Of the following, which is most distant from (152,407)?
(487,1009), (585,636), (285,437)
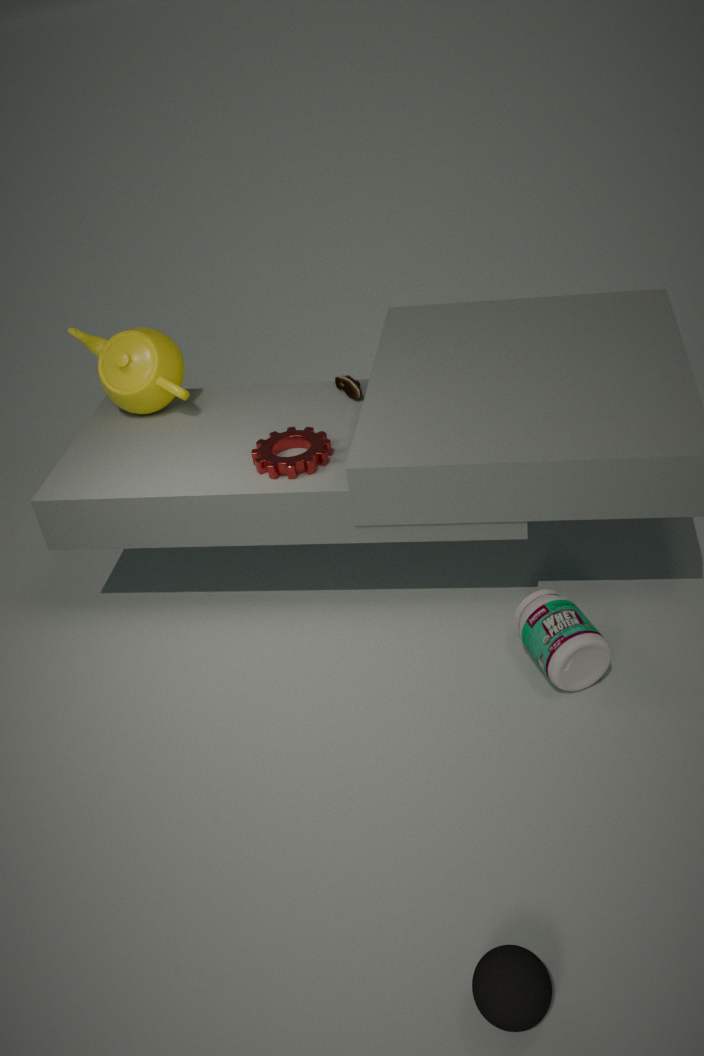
(487,1009)
